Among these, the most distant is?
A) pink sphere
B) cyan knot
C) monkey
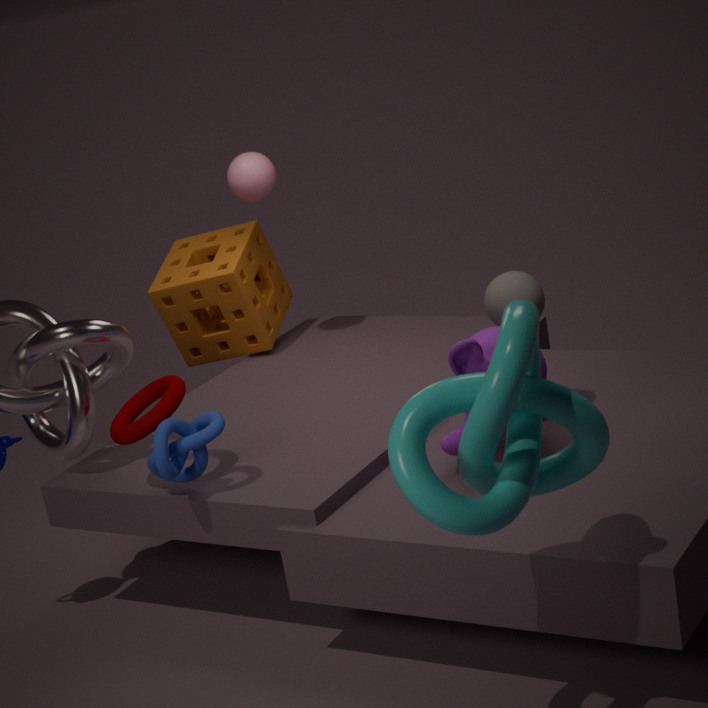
pink sphere
